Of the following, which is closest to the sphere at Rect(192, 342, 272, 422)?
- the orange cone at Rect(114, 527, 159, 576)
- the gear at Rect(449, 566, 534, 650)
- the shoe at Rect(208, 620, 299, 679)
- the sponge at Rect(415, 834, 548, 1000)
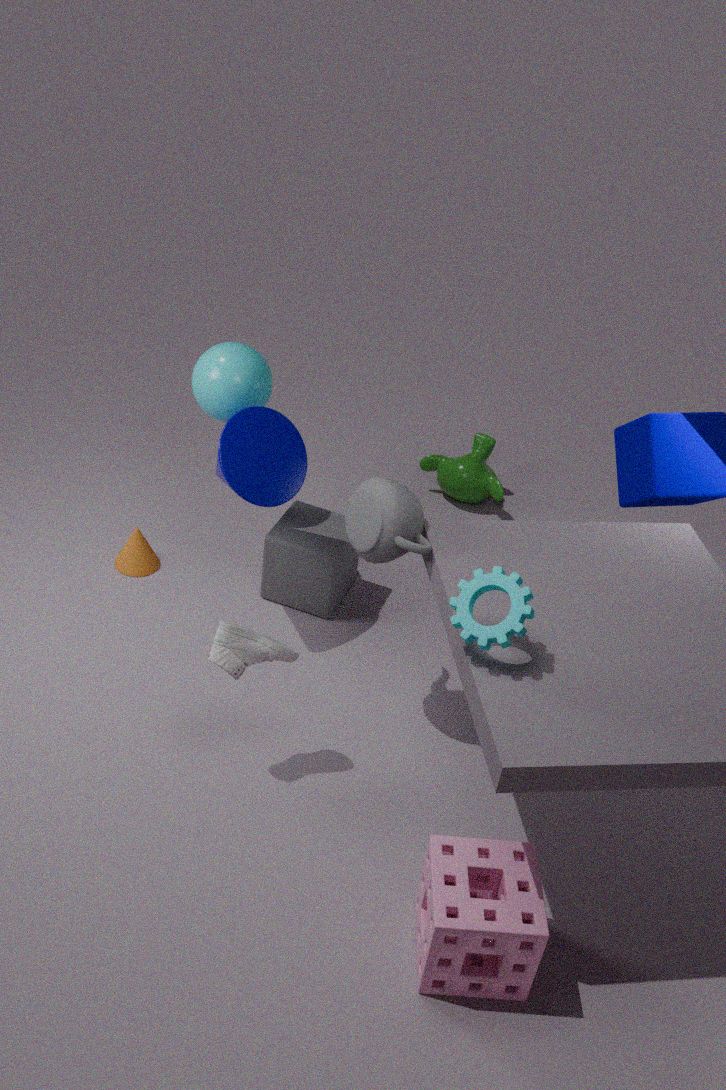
the orange cone at Rect(114, 527, 159, 576)
